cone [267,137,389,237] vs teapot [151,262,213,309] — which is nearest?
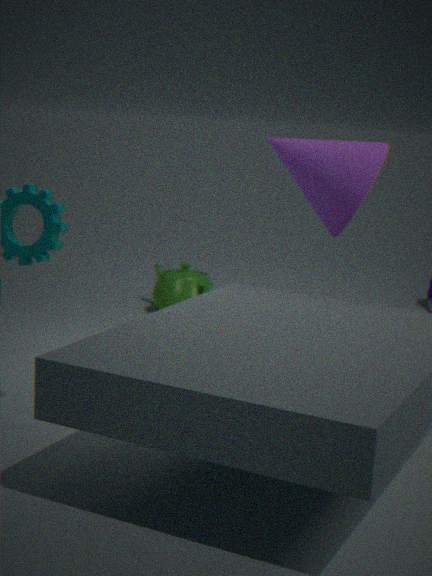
cone [267,137,389,237]
